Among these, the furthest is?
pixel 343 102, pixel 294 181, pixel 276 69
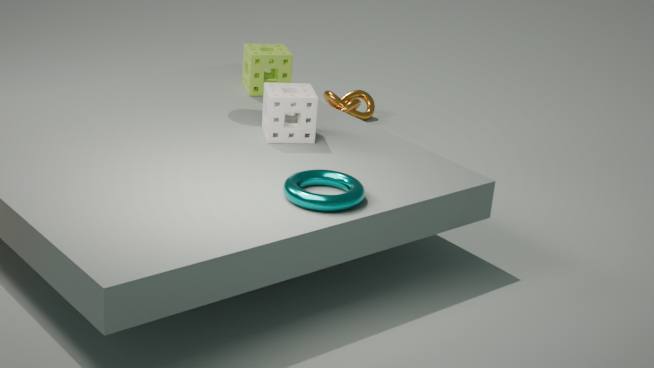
pixel 343 102
